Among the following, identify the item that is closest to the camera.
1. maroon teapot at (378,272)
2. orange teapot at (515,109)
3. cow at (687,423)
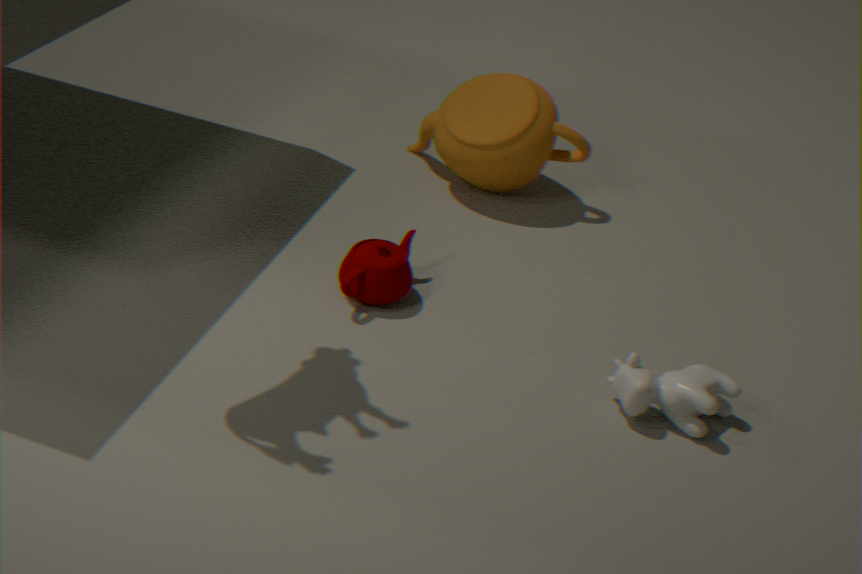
cow at (687,423)
